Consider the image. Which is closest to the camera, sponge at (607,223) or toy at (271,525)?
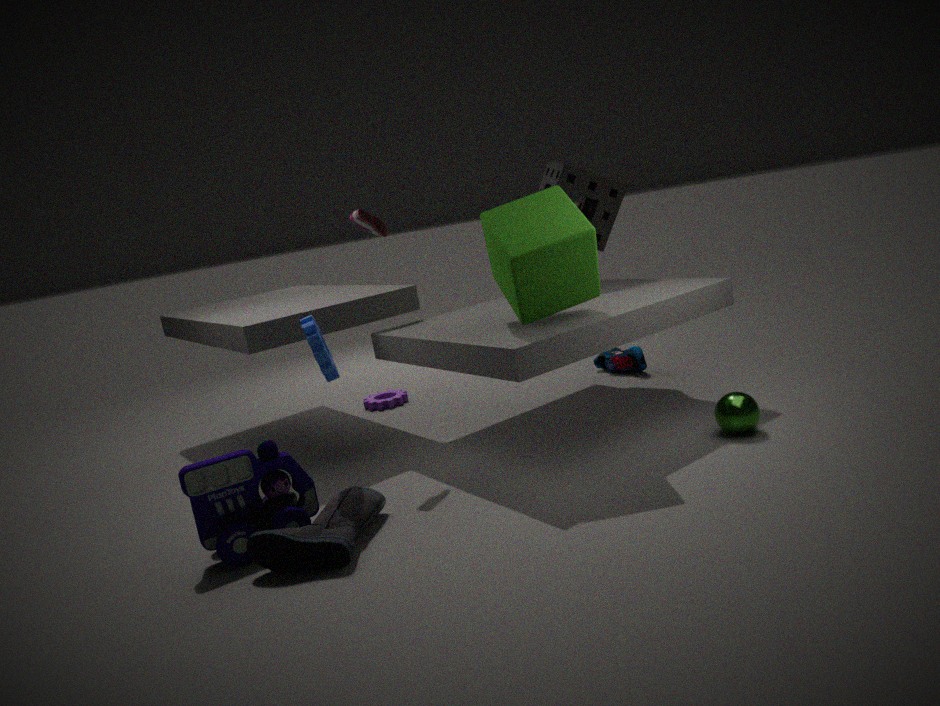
toy at (271,525)
